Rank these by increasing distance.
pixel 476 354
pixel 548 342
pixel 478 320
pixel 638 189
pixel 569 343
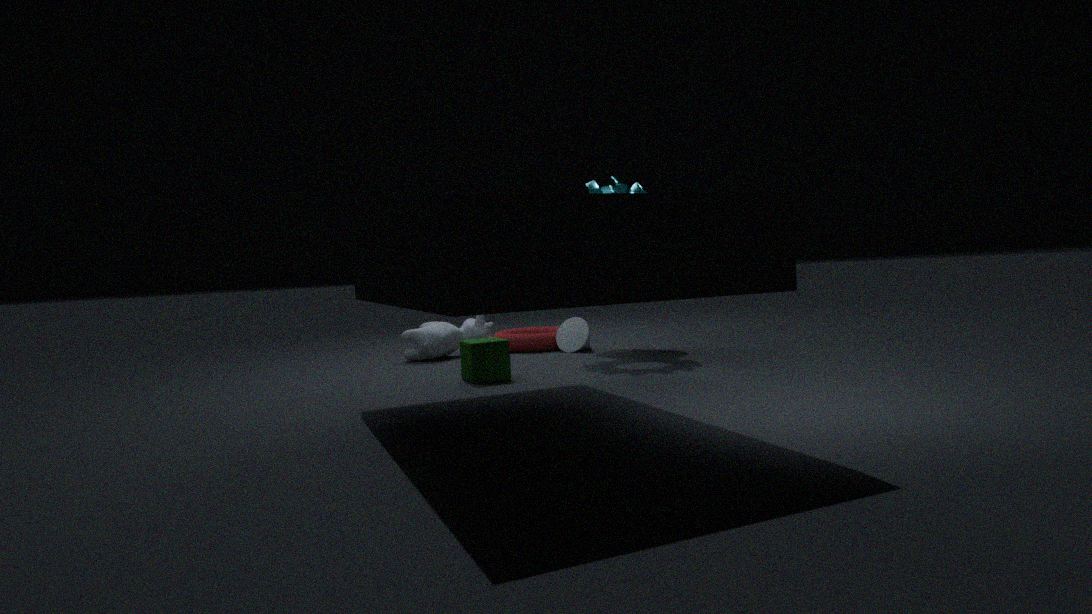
pixel 476 354
pixel 638 189
pixel 569 343
pixel 548 342
pixel 478 320
